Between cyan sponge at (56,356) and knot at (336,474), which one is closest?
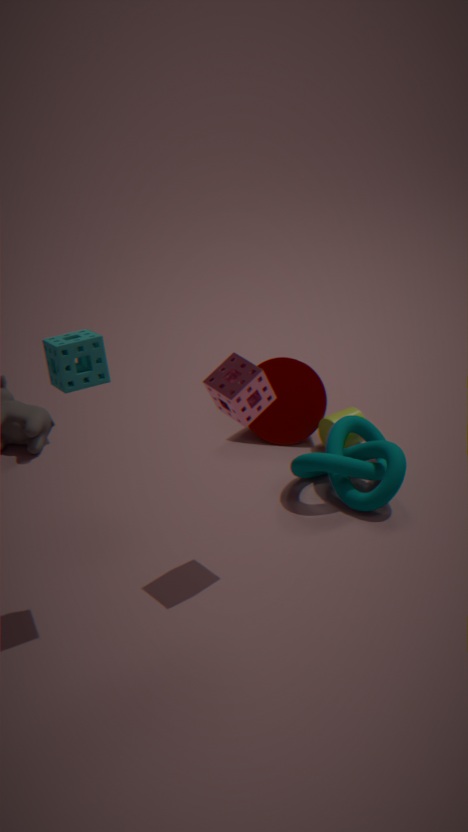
cyan sponge at (56,356)
